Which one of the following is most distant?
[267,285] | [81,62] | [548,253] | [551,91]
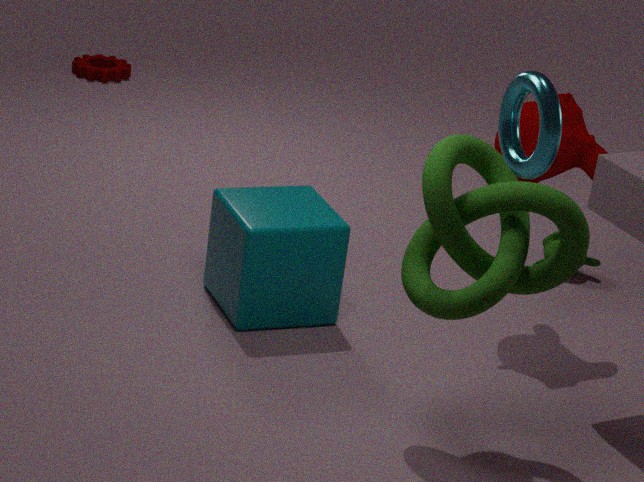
[81,62]
